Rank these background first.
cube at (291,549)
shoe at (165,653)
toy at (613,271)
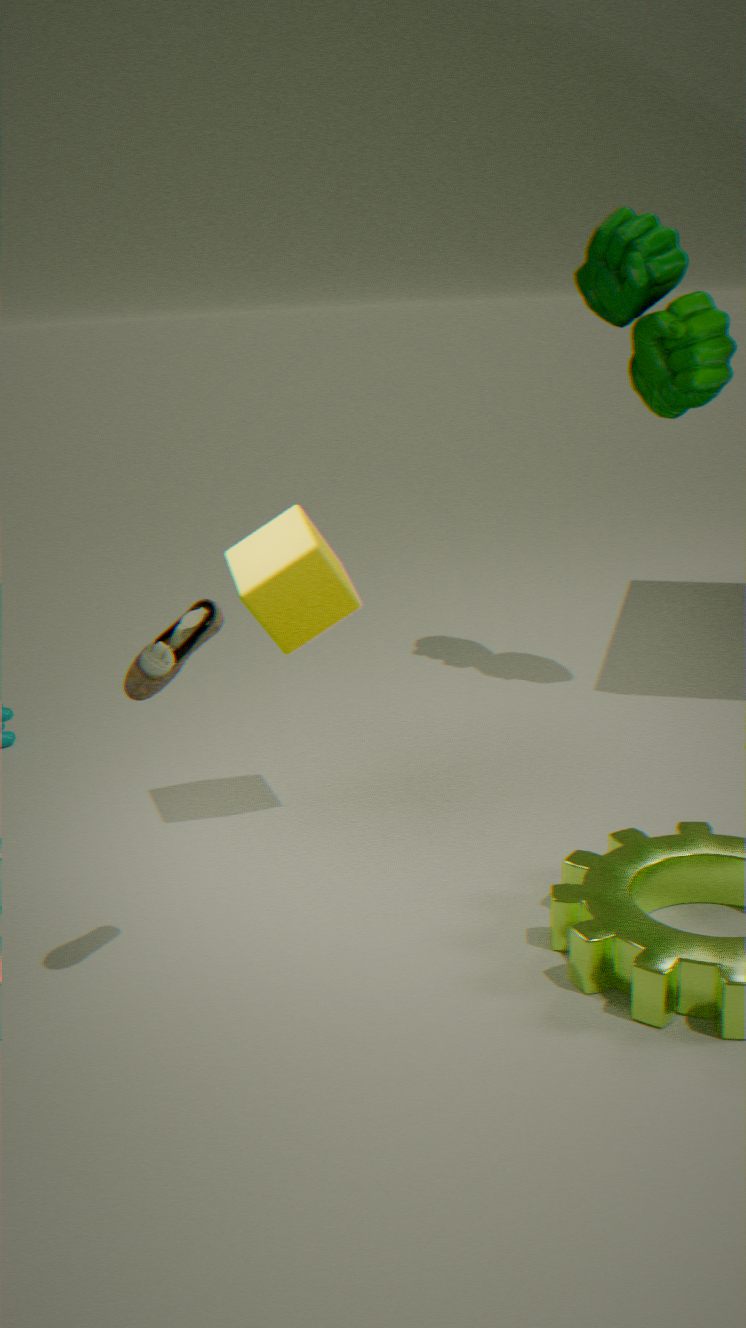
toy at (613,271), cube at (291,549), shoe at (165,653)
